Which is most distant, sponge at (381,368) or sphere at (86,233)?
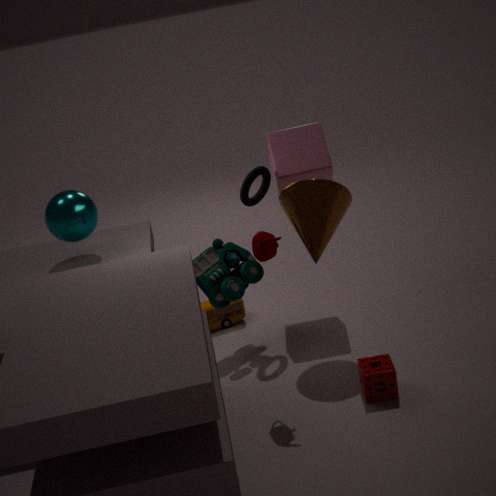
sphere at (86,233)
